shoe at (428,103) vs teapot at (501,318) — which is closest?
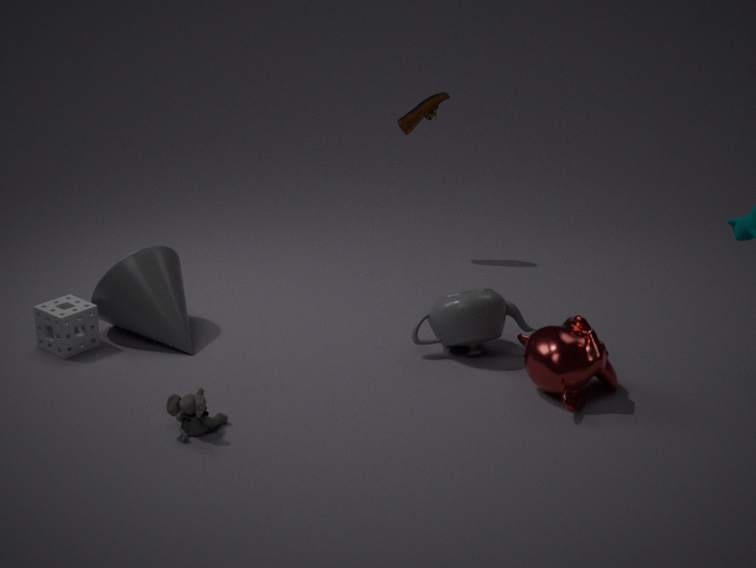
teapot at (501,318)
